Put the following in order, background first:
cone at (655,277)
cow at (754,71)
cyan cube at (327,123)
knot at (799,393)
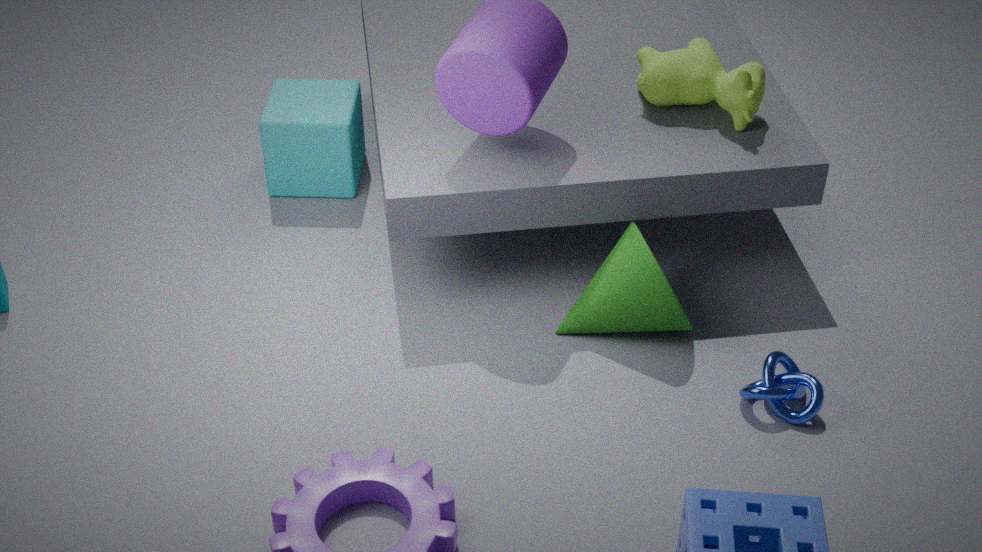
cyan cube at (327,123) → cow at (754,71) → cone at (655,277) → knot at (799,393)
